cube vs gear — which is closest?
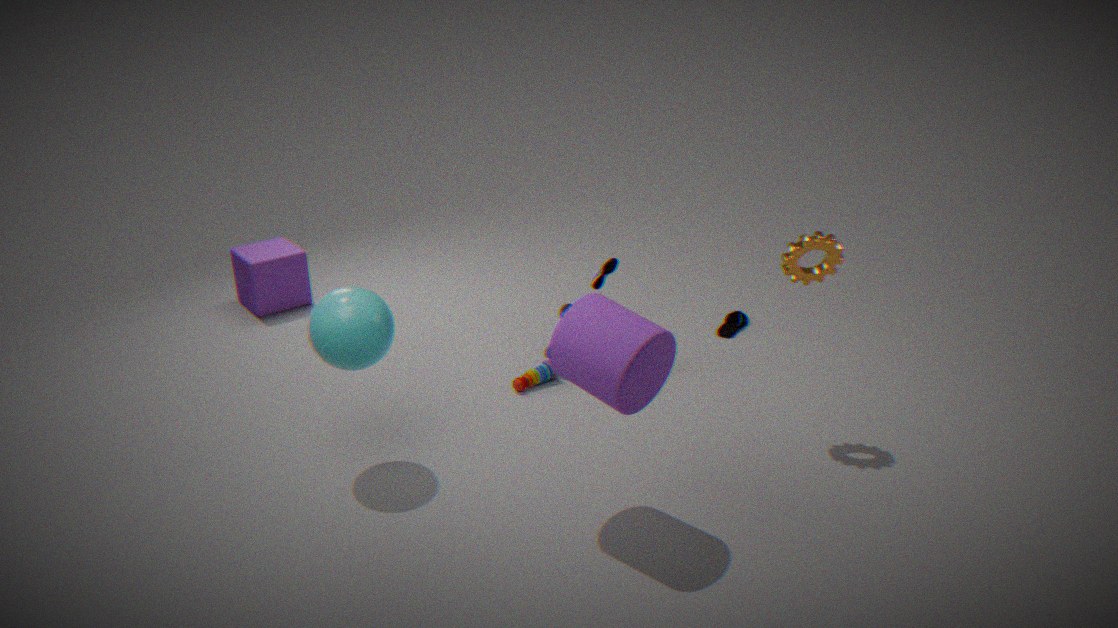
gear
